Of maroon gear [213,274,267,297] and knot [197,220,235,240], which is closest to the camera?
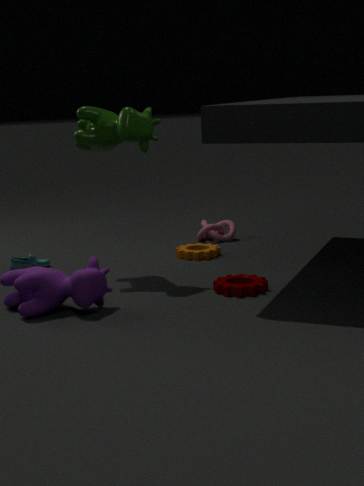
maroon gear [213,274,267,297]
